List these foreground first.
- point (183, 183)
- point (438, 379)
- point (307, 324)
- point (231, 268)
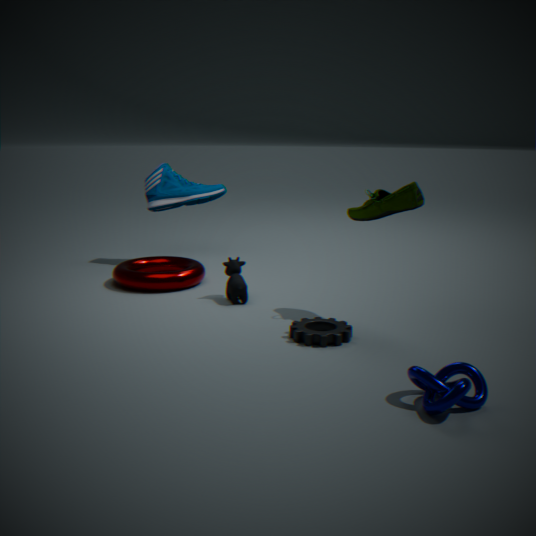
point (438, 379), point (307, 324), point (231, 268), point (183, 183)
